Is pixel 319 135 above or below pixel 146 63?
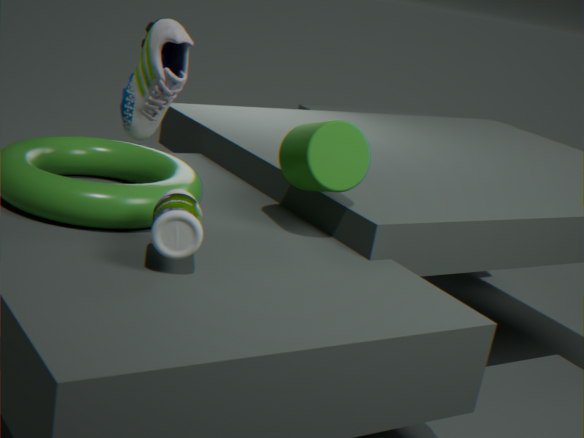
below
